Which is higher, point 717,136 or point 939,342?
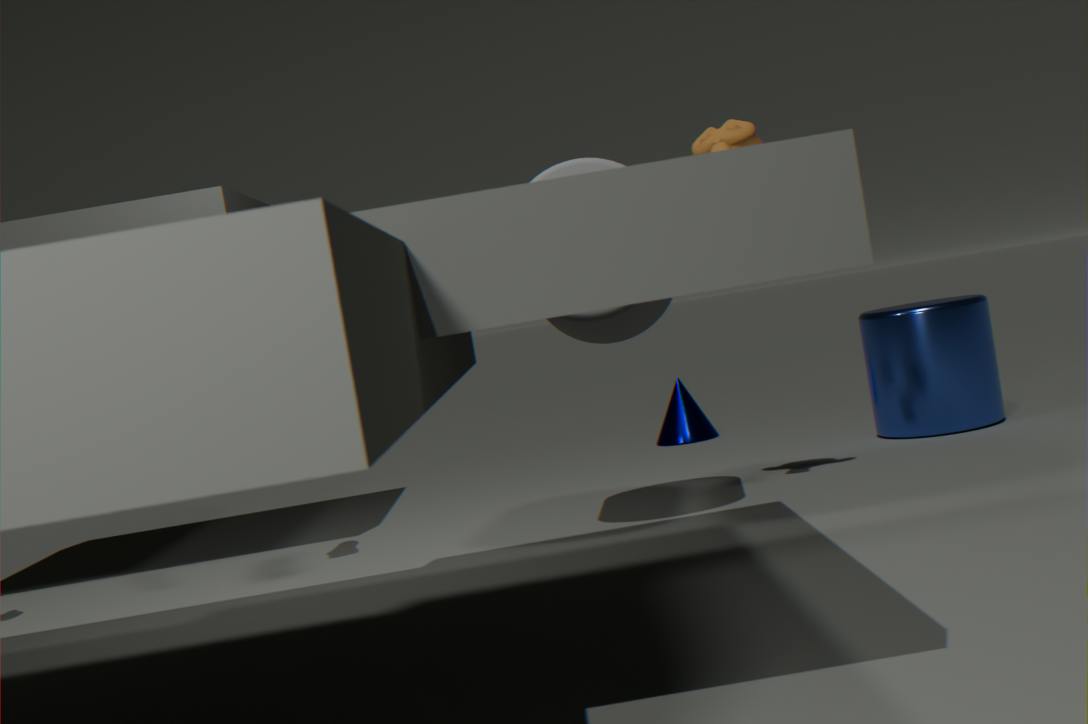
point 717,136
